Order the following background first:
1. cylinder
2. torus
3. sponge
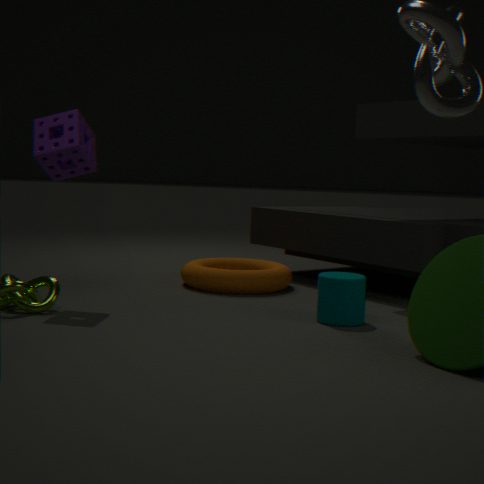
torus < sponge < cylinder
